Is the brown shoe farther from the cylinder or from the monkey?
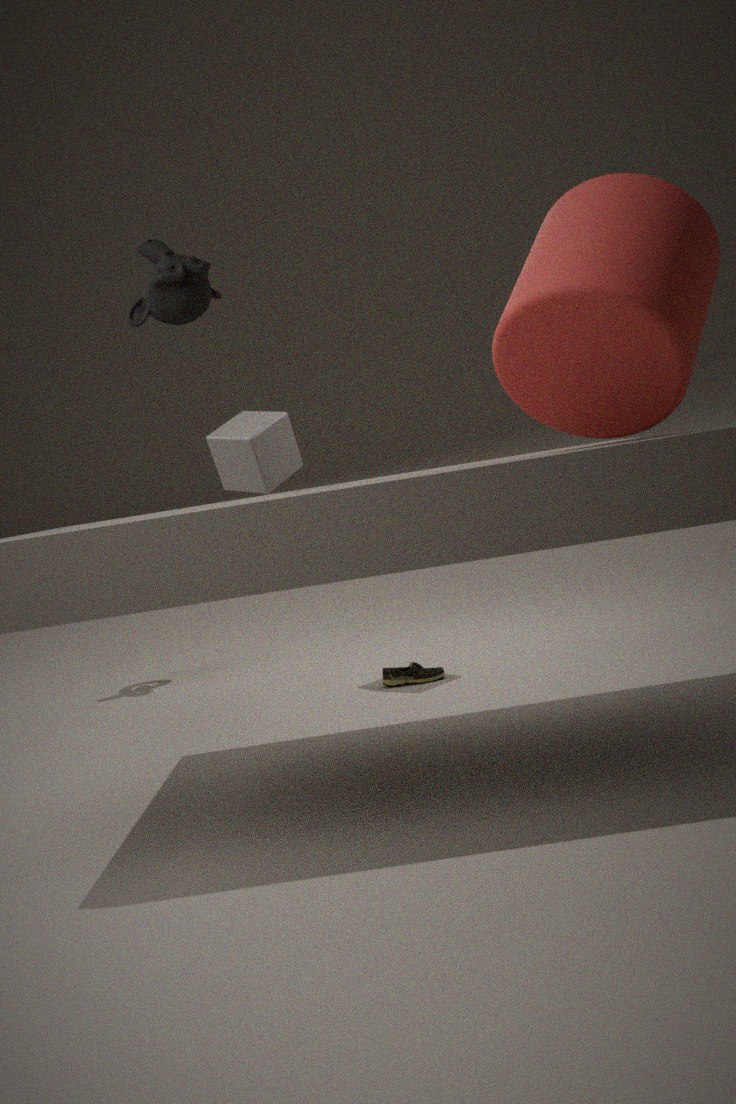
the monkey
